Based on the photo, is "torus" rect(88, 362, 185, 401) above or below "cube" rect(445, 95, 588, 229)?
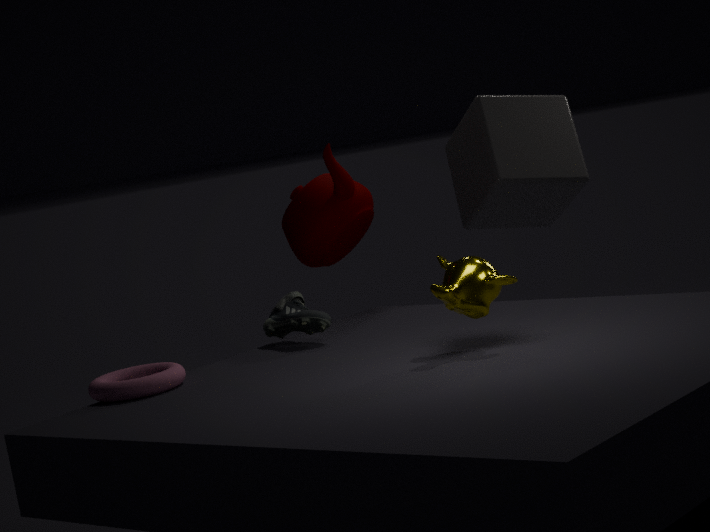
below
